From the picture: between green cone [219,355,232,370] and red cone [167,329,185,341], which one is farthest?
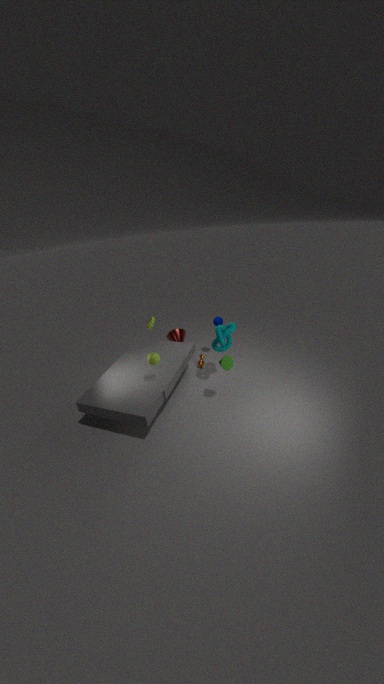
red cone [167,329,185,341]
